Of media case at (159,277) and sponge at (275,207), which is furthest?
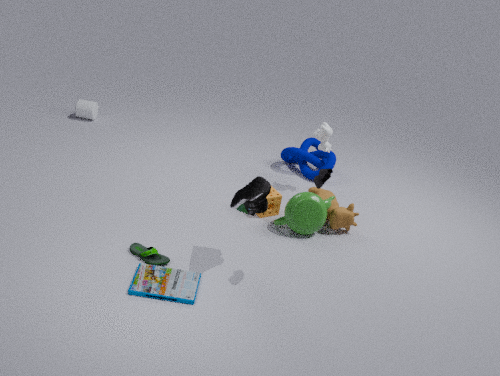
sponge at (275,207)
